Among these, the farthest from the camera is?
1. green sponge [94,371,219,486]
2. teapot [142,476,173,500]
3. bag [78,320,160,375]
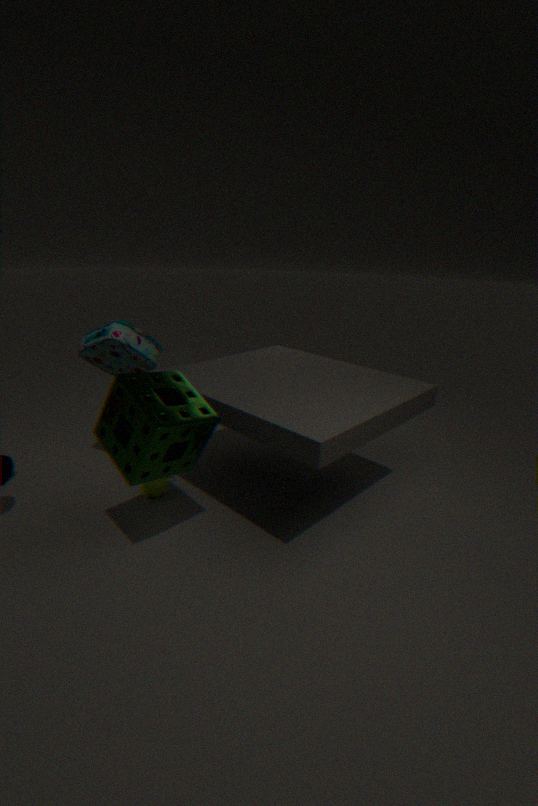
teapot [142,476,173,500]
